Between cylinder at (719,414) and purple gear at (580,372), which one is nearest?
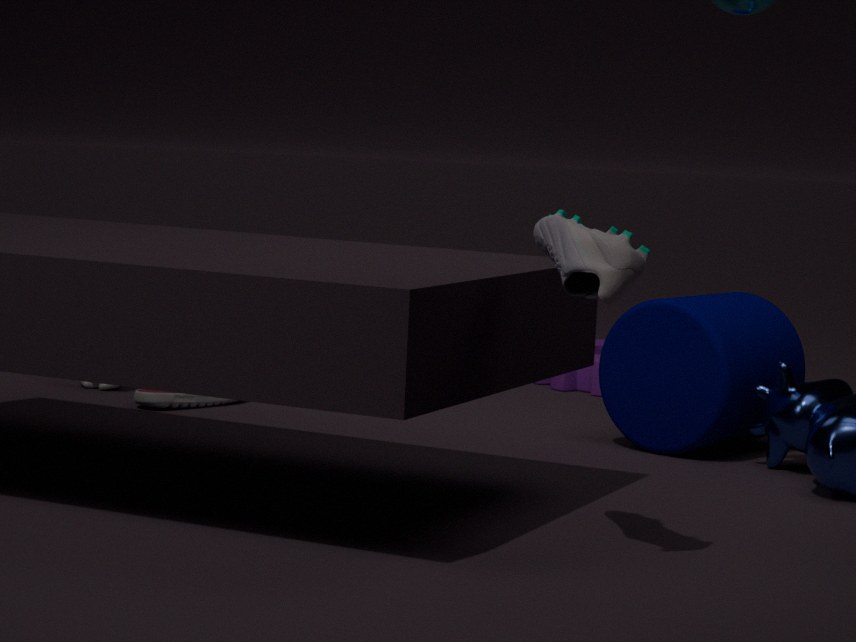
cylinder at (719,414)
